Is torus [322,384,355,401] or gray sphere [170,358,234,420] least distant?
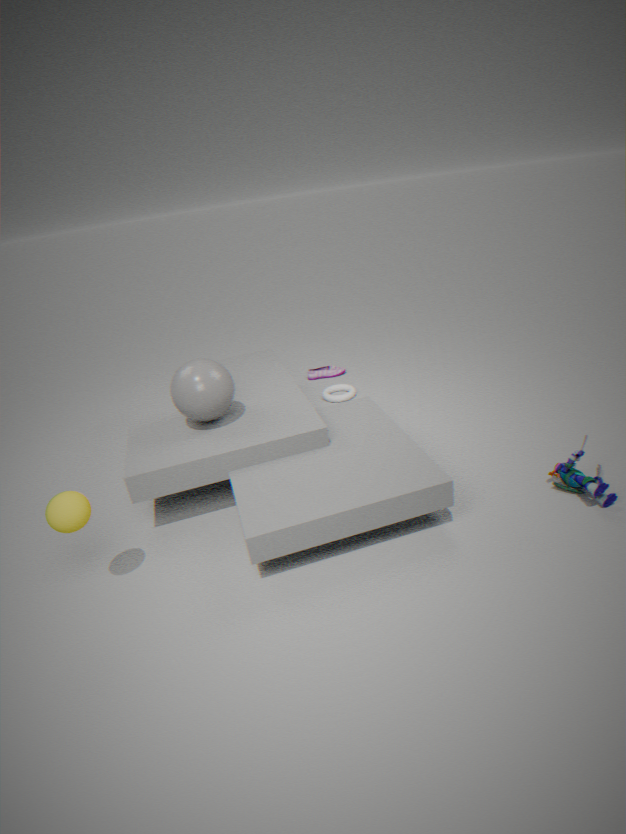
gray sphere [170,358,234,420]
